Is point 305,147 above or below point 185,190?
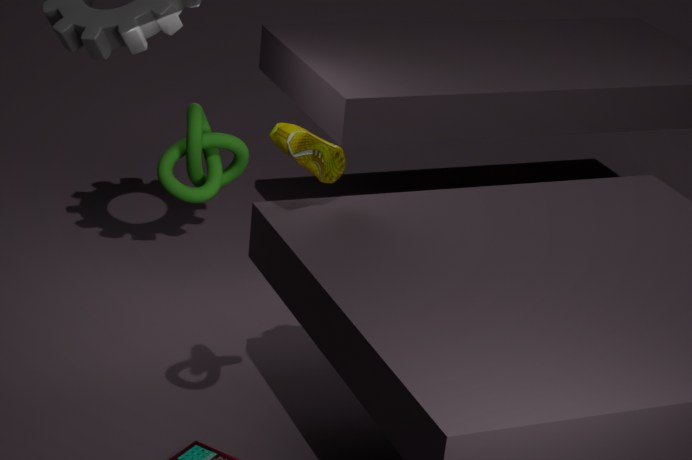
below
